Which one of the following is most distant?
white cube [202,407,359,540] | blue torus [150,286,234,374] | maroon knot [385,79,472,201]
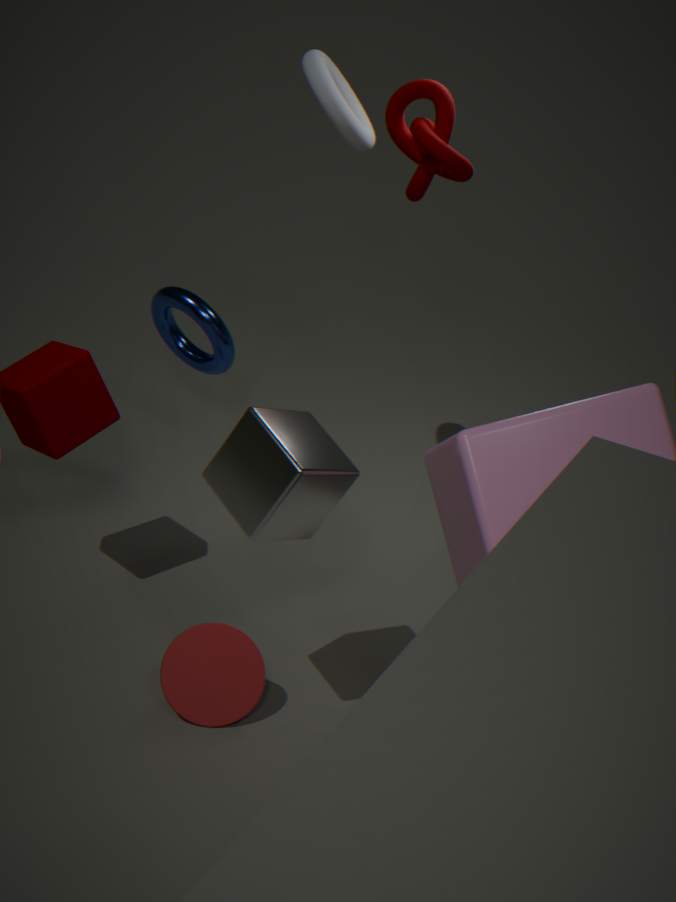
blue torus [150,286,234,374]
